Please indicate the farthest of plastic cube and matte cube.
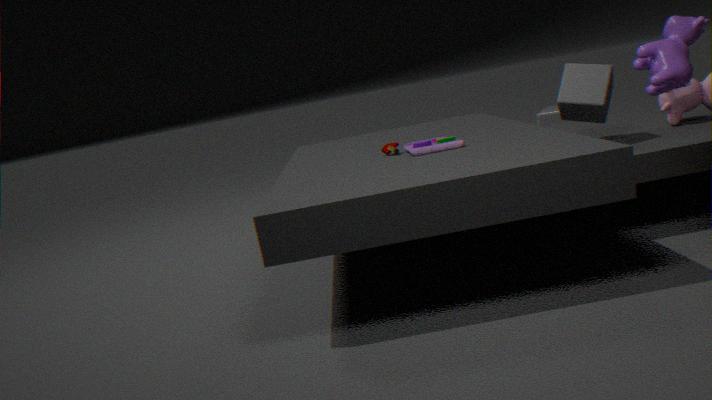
plastic cube
